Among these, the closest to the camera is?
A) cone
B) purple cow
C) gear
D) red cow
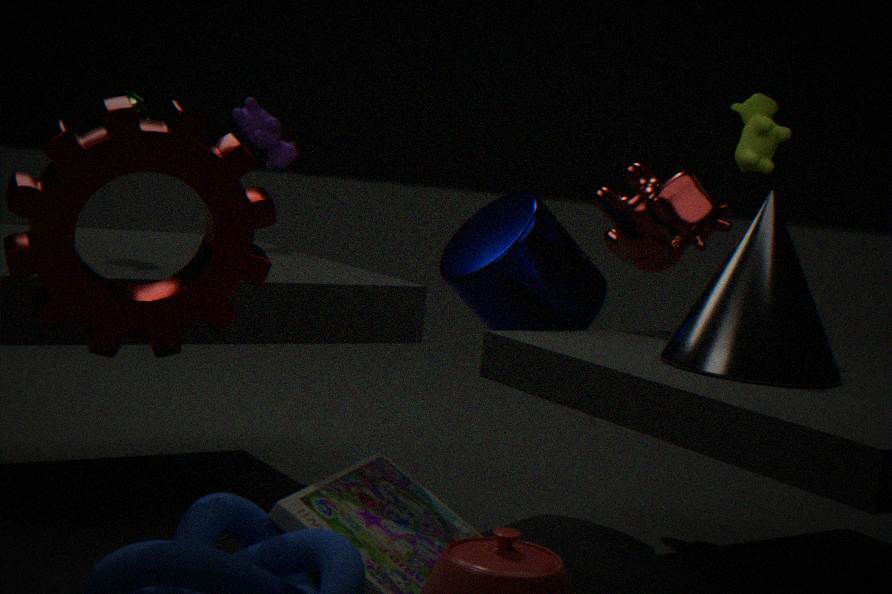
C. gear
